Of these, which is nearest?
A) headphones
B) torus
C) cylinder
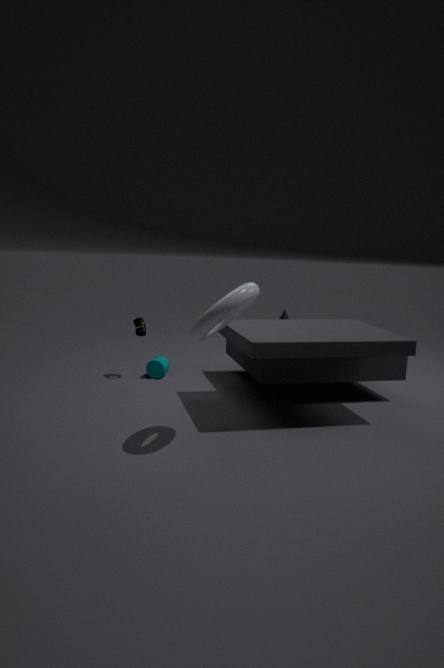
torus
